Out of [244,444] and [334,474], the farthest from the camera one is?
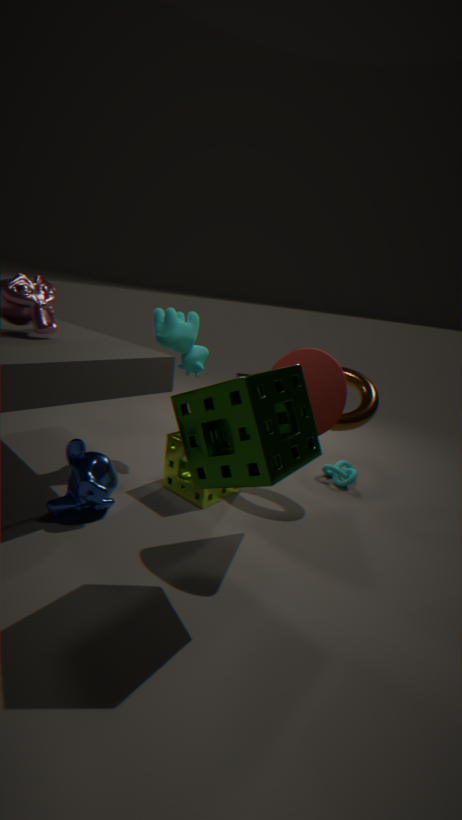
[334,474]
